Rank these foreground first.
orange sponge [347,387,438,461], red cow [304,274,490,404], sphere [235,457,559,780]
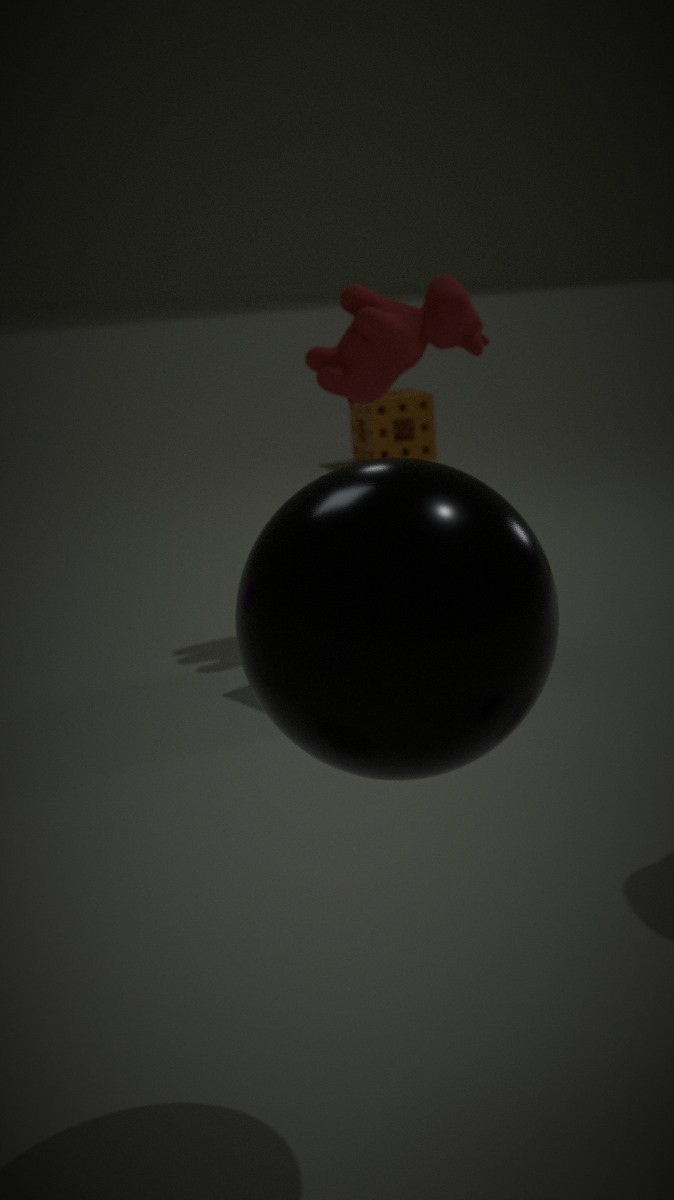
sphere [235,457,559,780]
red cow [304,274,490,404]
orange sponge [347,387,438,461]
